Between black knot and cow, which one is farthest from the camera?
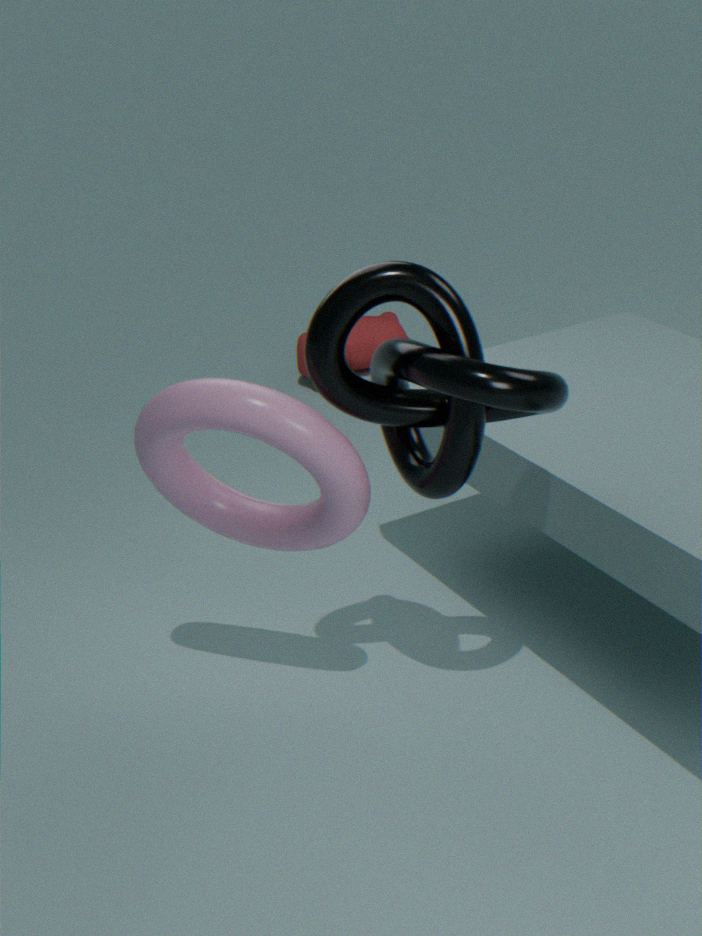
cow
